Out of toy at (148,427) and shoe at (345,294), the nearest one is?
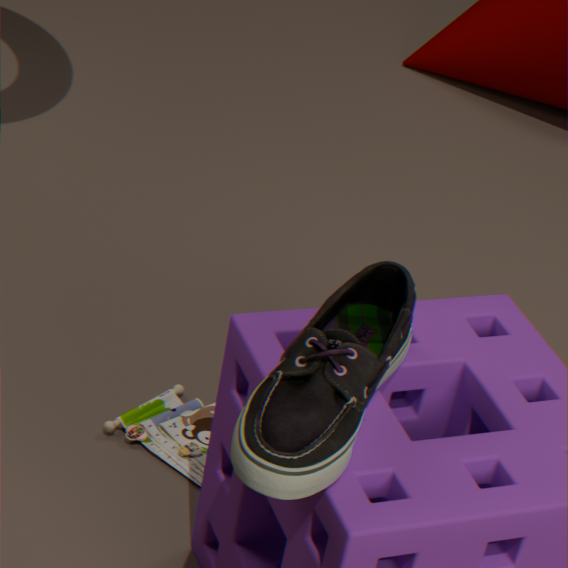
shoe at (345,294)
